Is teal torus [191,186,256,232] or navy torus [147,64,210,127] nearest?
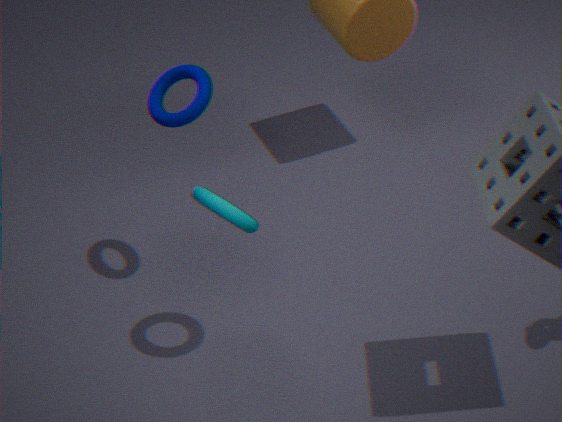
teal torus [191,186,256,232]
